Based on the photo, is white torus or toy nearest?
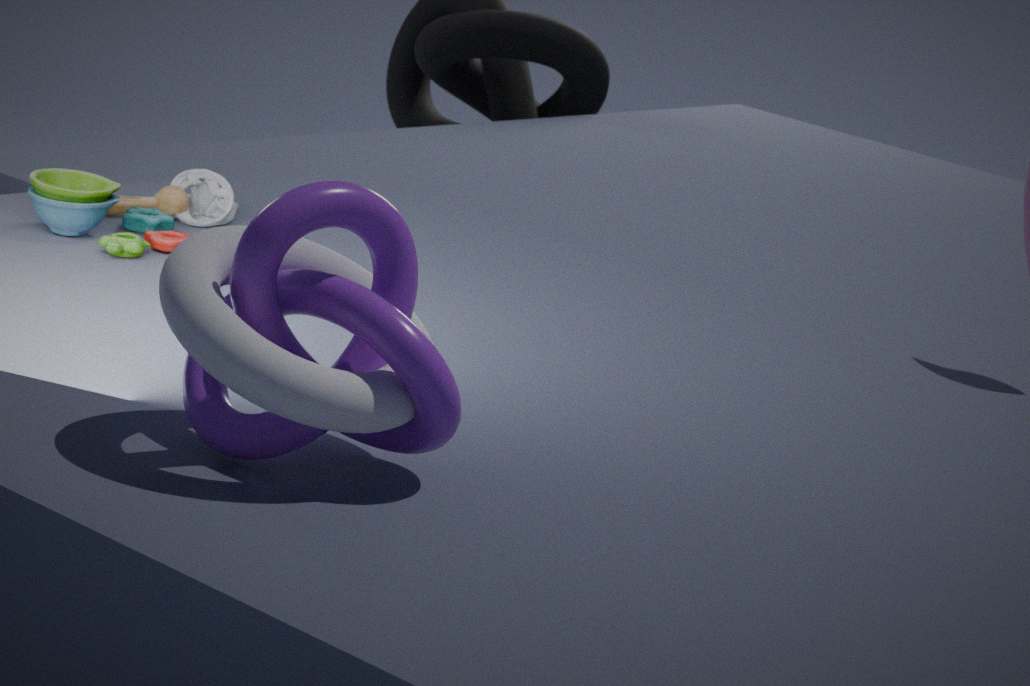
white torus
